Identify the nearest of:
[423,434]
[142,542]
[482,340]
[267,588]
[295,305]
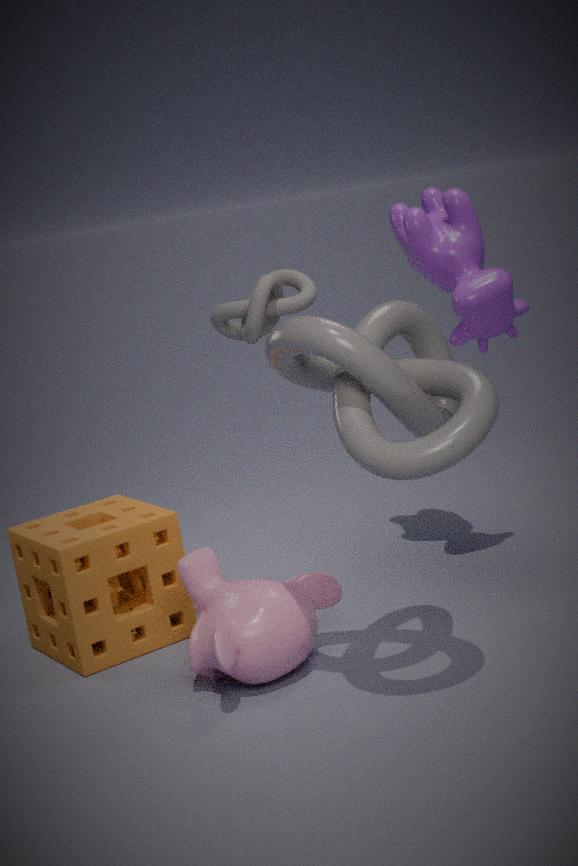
[423,434]
